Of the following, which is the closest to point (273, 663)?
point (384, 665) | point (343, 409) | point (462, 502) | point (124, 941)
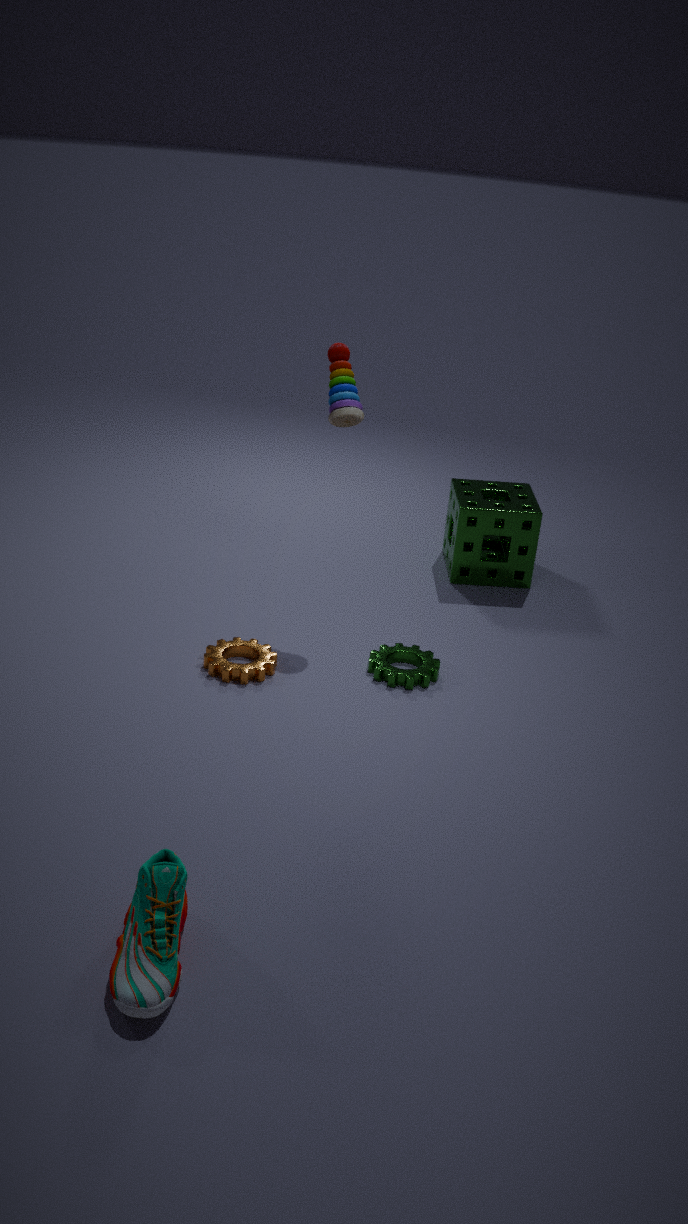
point (384, 665)
